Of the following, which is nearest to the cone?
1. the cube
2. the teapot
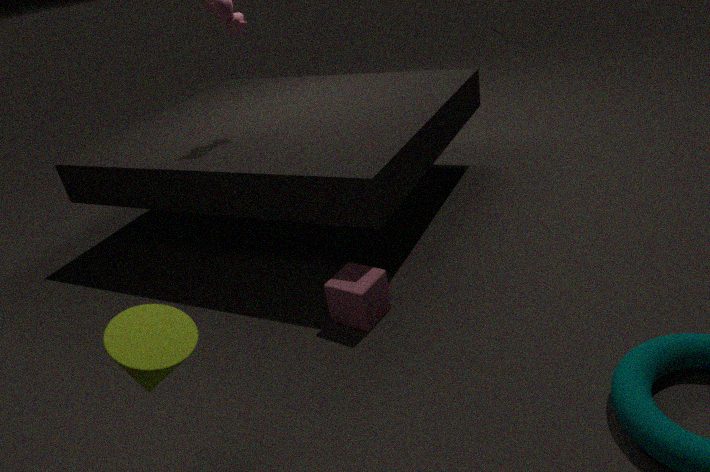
the cube
